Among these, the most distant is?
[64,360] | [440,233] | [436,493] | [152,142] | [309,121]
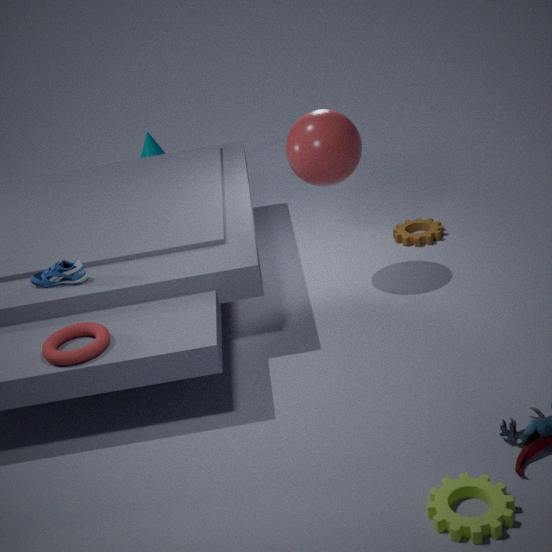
[152,142]
